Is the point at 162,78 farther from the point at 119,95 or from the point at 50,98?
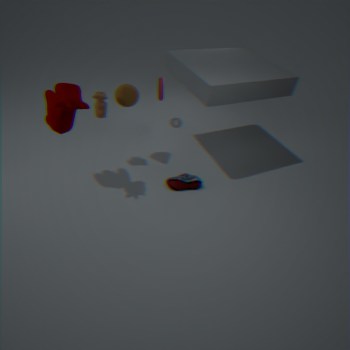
the point at 50,98
